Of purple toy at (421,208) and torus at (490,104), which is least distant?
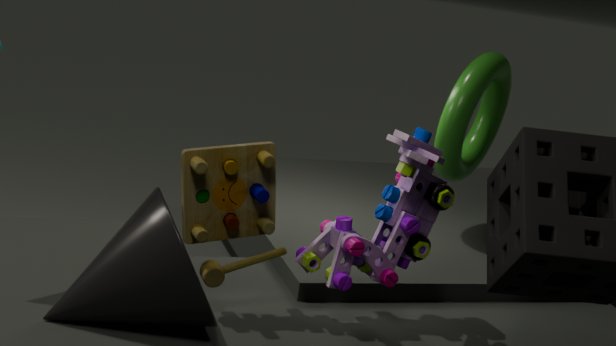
purple toy at (421,208)
